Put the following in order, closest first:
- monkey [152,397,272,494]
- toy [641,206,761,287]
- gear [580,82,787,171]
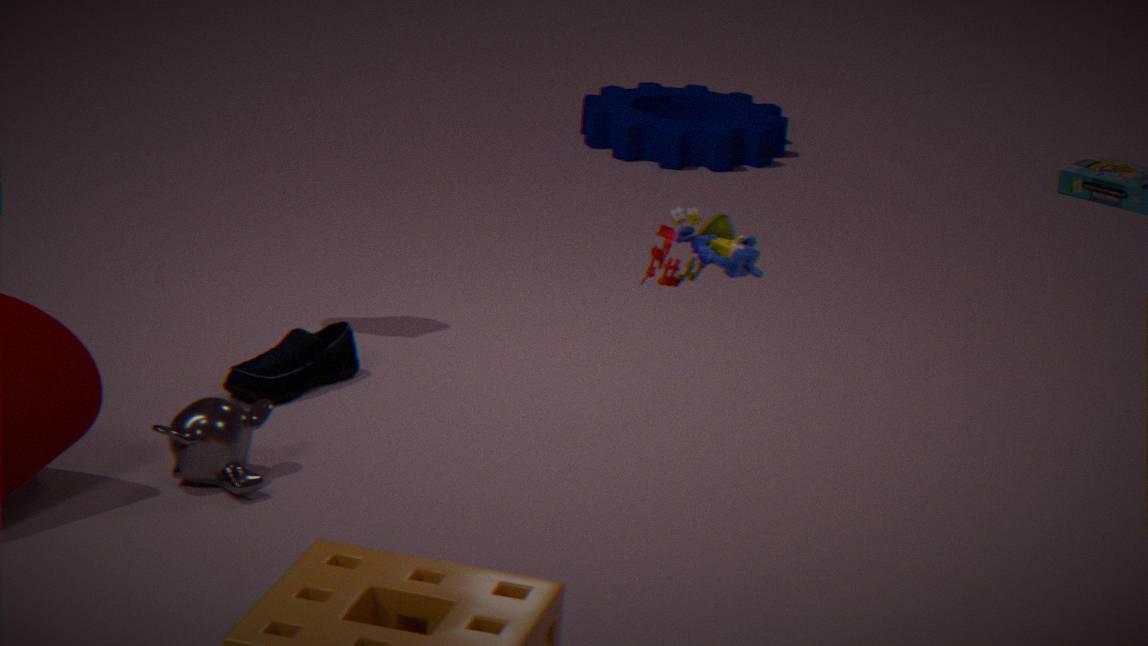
toy [641,206,761,287] → monkey [152,397,272,494] → gear [580,82,787,171]
